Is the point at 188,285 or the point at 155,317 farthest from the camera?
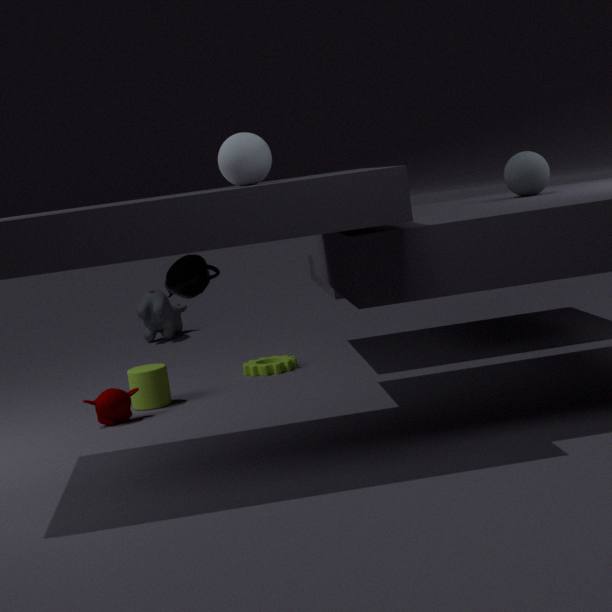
the point at 155,317
